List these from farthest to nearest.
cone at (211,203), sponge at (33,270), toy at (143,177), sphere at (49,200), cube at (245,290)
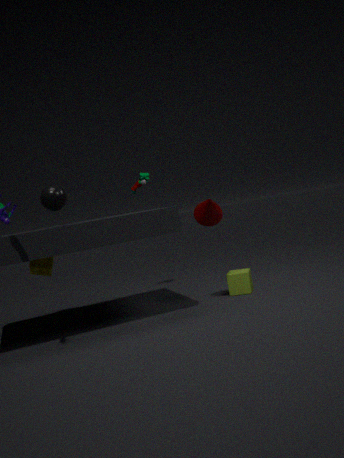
toy at (143,177), sponge at (33,270), cube at (245,290), cone at (211,203), sphere at (49,200)
